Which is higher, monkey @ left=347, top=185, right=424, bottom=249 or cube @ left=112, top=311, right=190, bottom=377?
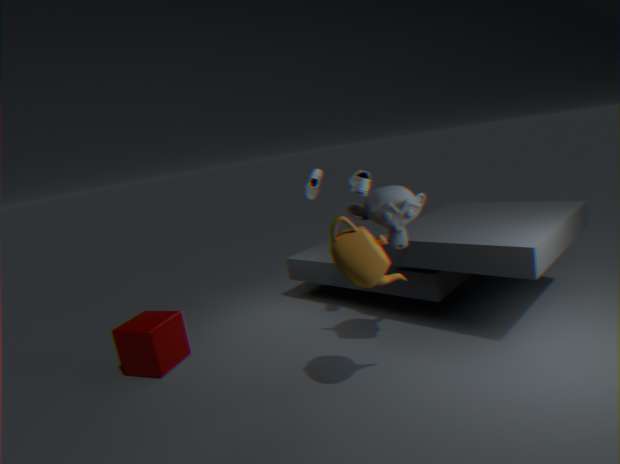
monkey @ left=347, top=185, right=424, bottom=249
